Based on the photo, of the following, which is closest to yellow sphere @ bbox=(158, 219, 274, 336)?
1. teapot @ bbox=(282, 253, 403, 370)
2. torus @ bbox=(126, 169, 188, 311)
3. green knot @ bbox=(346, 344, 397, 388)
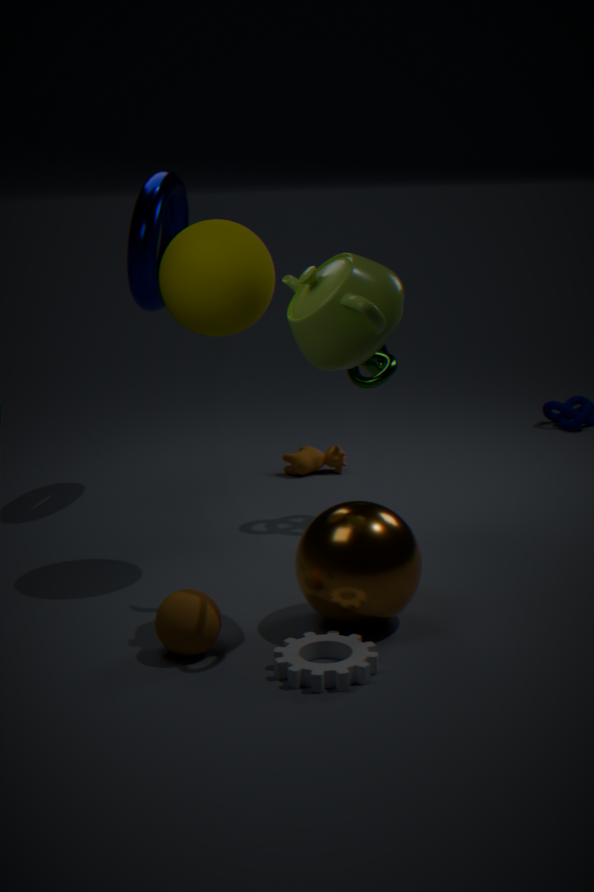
teapot @ bbox=(282, 253, 403, 370)
